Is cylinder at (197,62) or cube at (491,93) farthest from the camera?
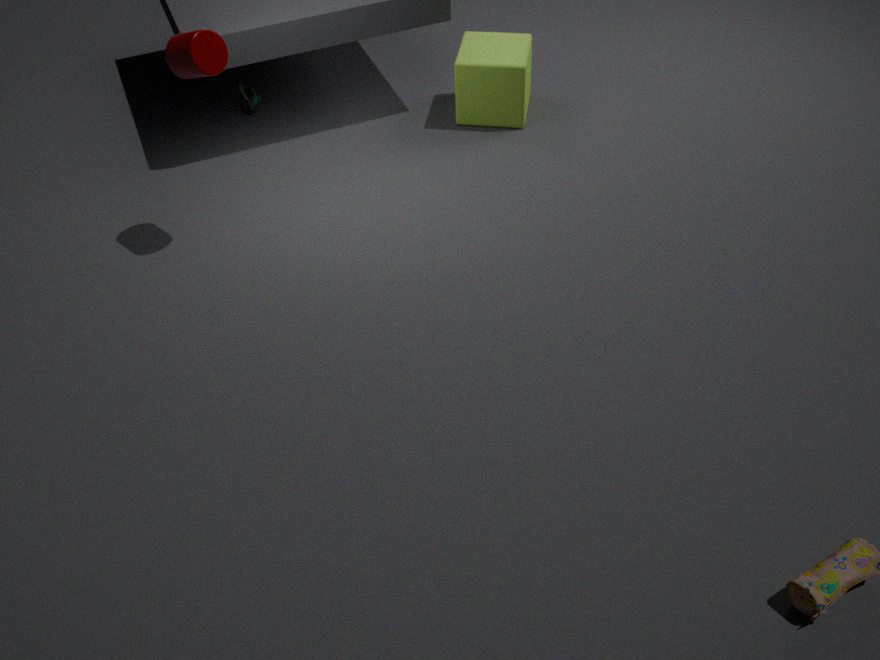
cube at (491,93)
